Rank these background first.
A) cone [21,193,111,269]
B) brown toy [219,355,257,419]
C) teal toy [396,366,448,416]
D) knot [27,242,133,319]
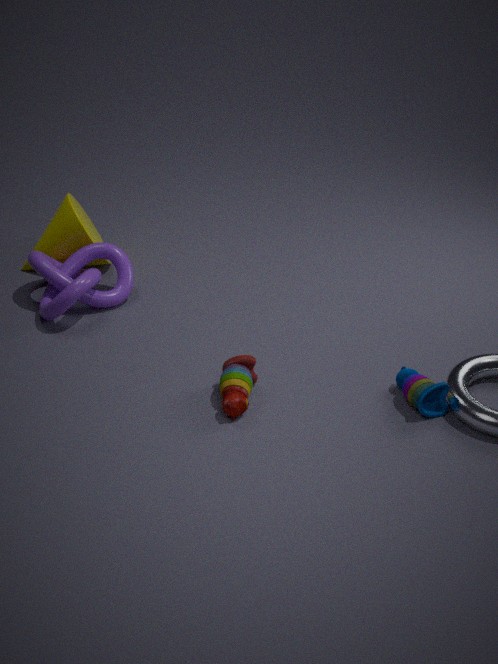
cone [21,193,111,269] < knot [27,242,133,319] < teal toy [396,366,448,416] < brown toy [219,355,257,419]
